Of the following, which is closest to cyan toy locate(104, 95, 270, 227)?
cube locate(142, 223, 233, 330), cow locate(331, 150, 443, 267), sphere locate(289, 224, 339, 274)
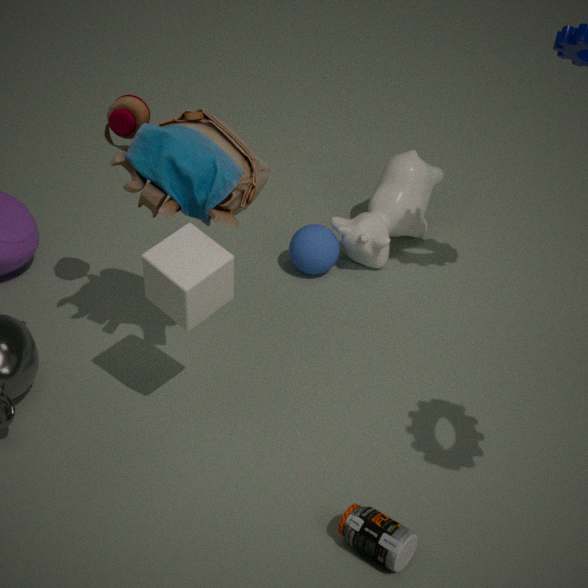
cube locate(142, 223, 233, 330)
